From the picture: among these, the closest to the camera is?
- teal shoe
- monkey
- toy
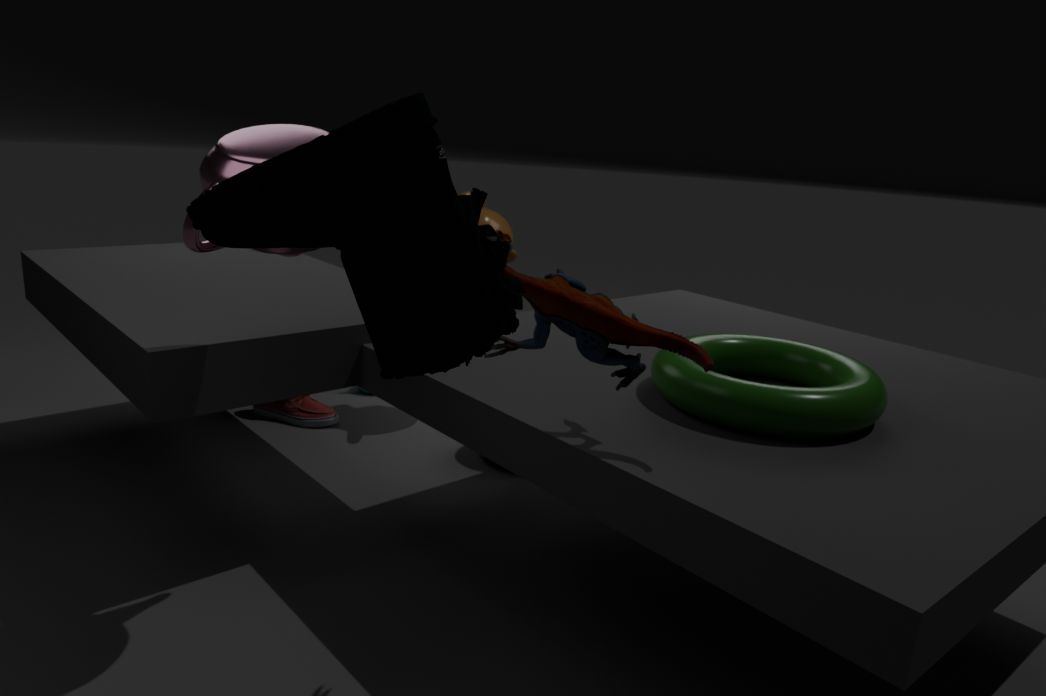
teal shoe
